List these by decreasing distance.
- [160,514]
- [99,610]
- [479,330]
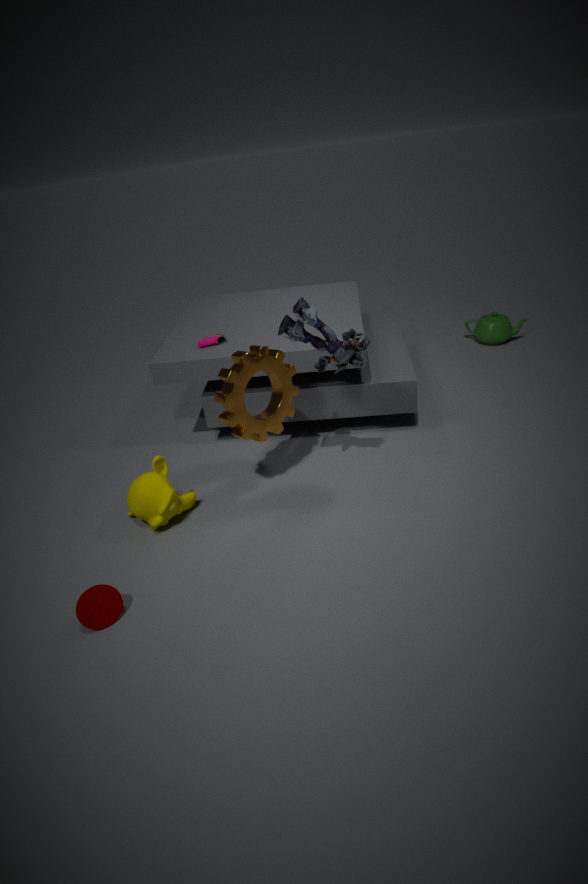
[479,330] → [160,514] → [99,610]
